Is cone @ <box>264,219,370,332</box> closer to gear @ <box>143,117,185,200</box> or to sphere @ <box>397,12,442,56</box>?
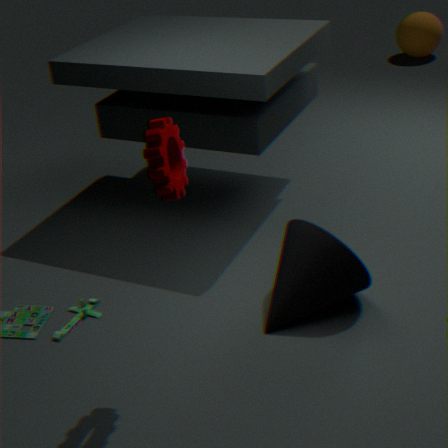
gear @ <box>143,117,185,200</box>
